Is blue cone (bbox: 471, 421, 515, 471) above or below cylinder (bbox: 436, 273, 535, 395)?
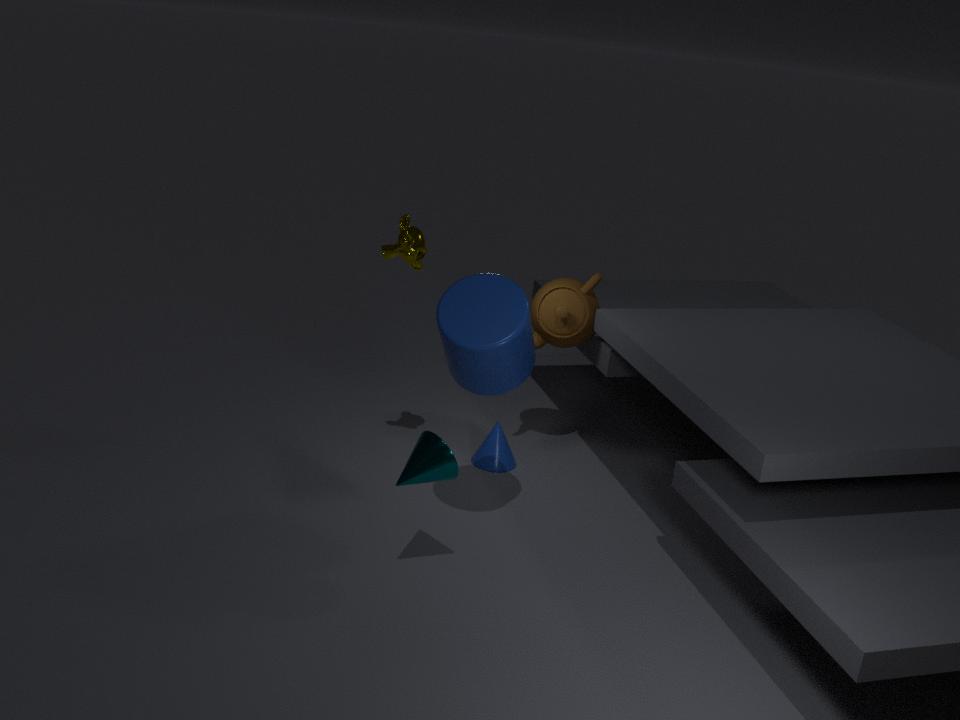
below
